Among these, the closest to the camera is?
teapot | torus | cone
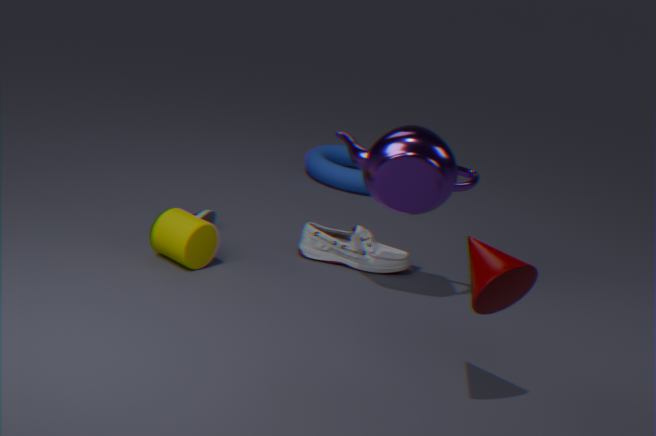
cone
